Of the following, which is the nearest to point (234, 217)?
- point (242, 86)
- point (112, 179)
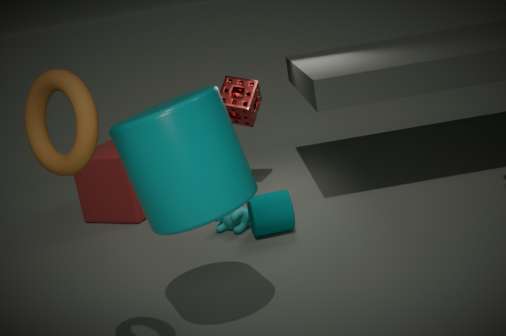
point (242, 86)
